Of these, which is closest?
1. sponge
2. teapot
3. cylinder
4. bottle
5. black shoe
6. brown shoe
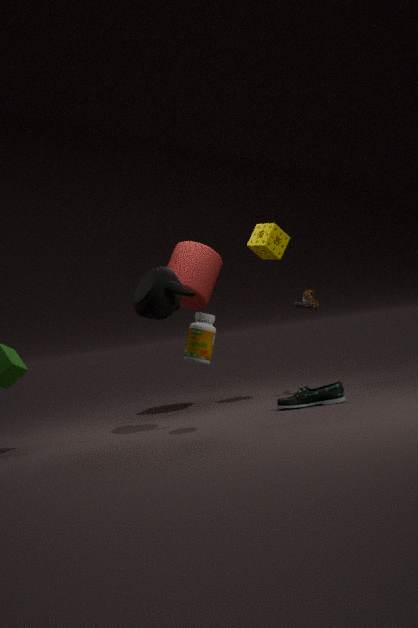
bottle
